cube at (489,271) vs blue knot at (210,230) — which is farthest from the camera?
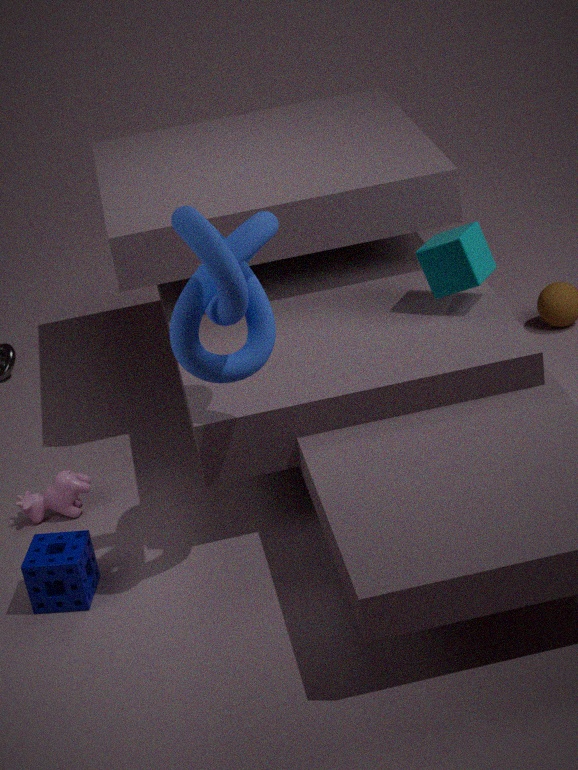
cube at (489,271)
